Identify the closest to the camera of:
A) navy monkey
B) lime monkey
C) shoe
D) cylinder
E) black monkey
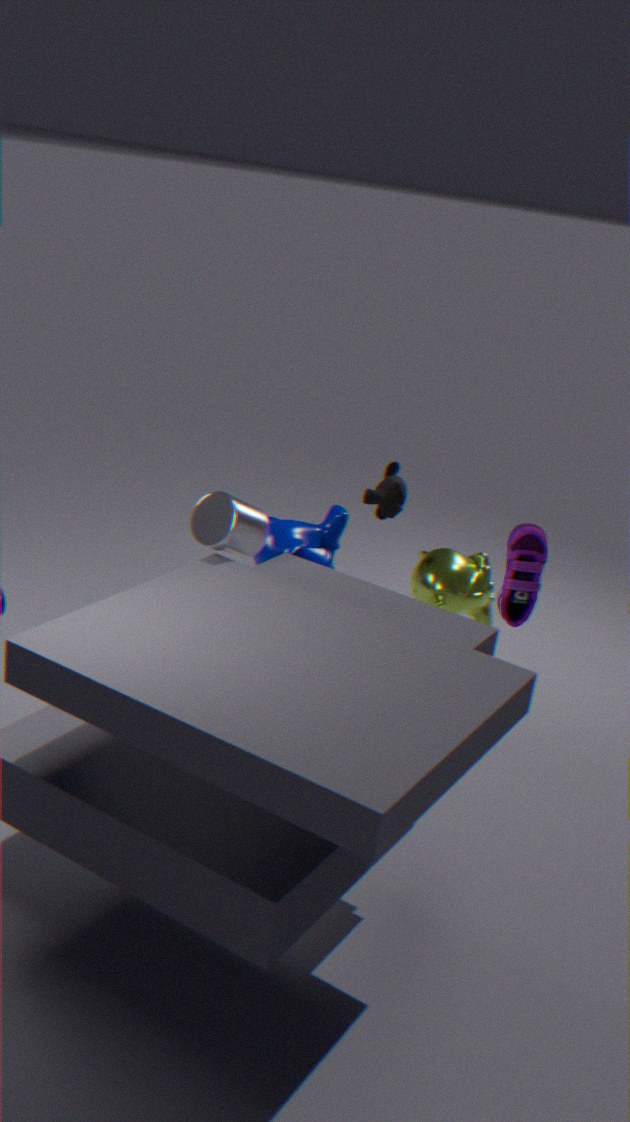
D. cylinder
